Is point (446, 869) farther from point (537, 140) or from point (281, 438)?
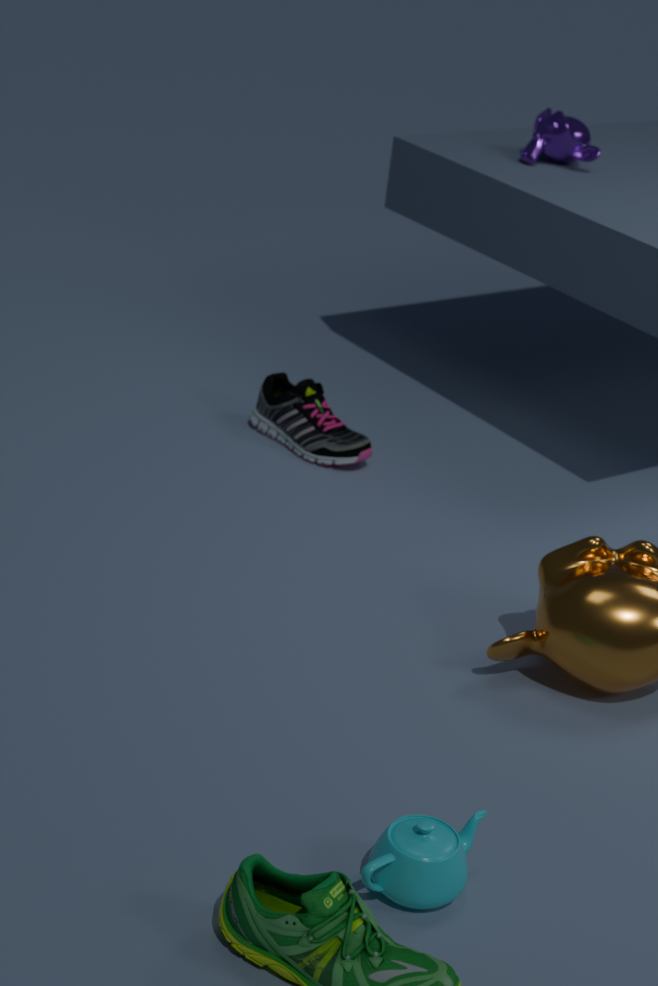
point (537, 140)
